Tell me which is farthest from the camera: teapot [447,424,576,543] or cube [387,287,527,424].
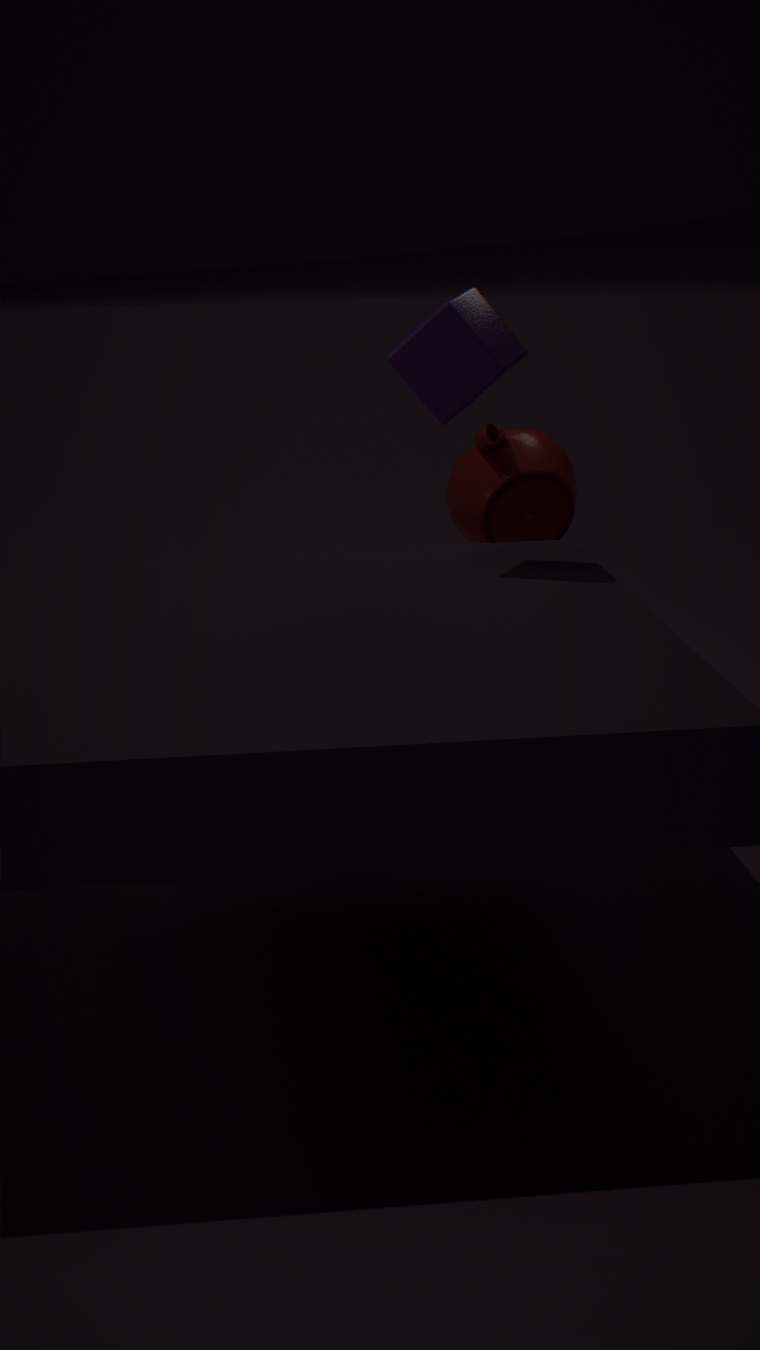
teapot [447,424,576,543]
